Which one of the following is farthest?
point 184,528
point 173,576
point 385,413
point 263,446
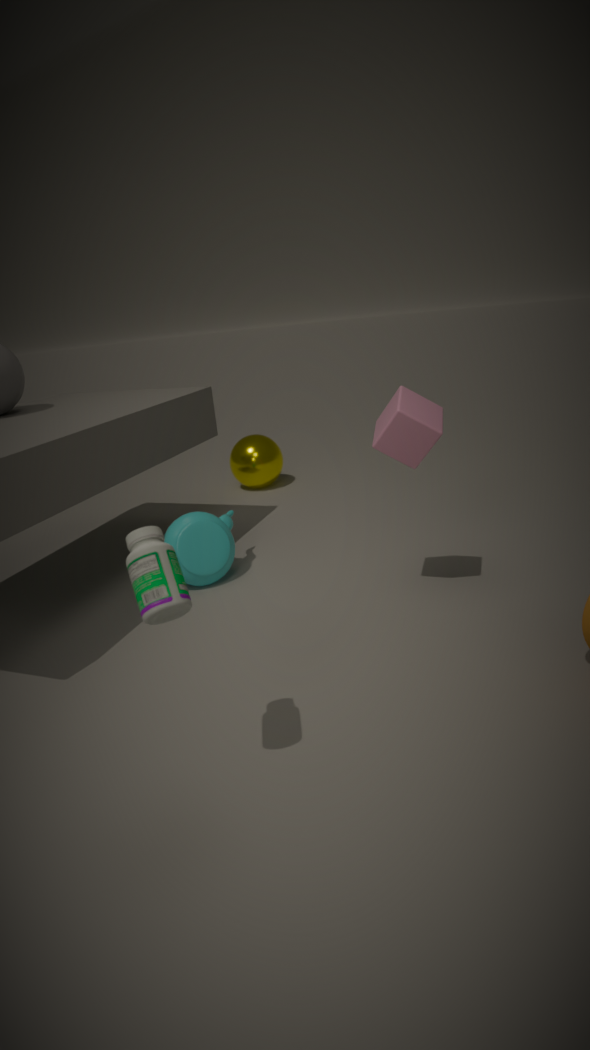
point 263,446
